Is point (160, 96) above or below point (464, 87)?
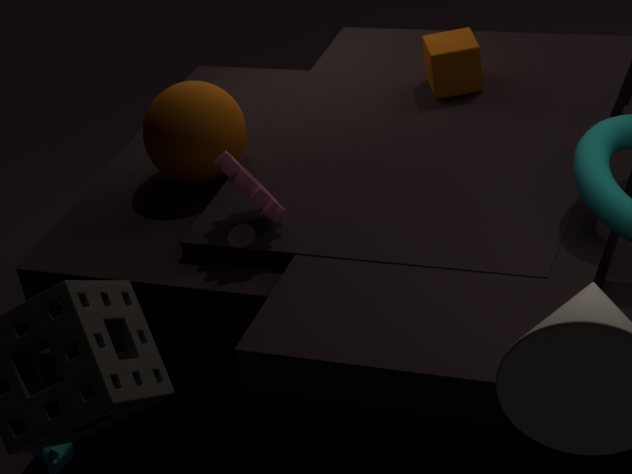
above
